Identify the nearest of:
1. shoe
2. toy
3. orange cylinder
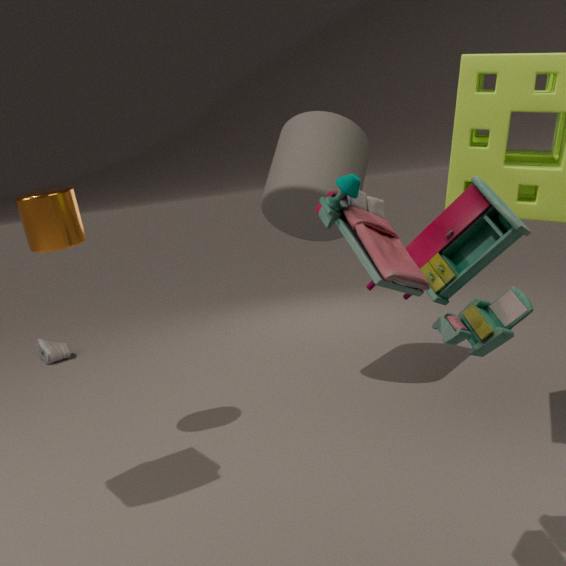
toy
